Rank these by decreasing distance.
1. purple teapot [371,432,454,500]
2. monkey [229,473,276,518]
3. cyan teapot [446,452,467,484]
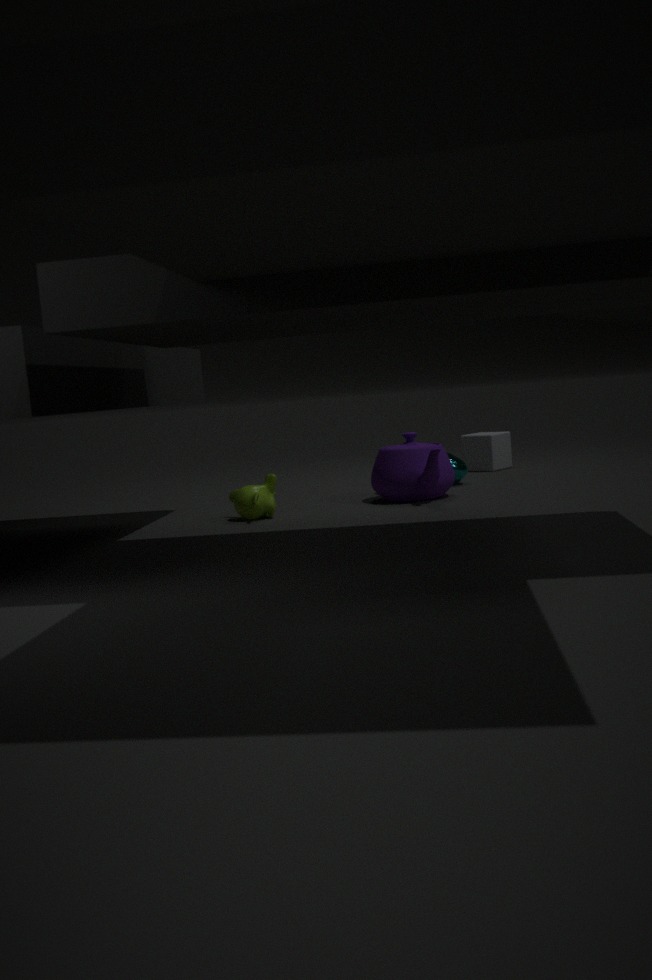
cyan teapot [446,452,467,484]
purple teapot [371,432,454,500]
monkey [229,473,276,518]
